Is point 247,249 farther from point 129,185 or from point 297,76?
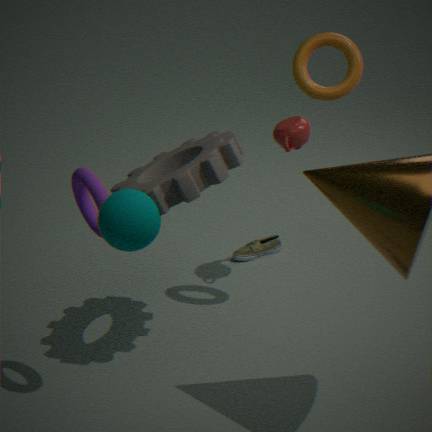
point 297,76
